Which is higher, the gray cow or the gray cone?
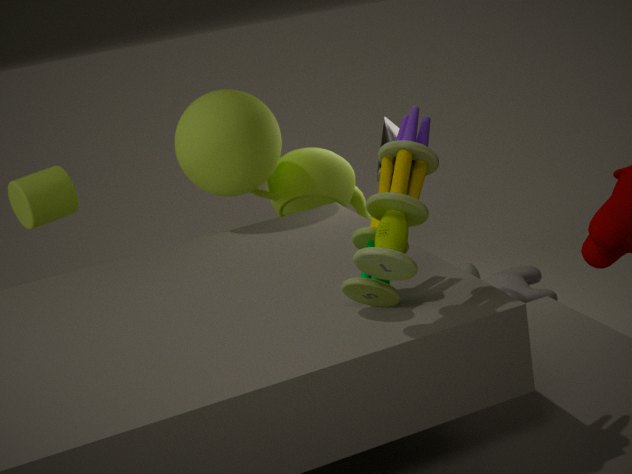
the gray cone
